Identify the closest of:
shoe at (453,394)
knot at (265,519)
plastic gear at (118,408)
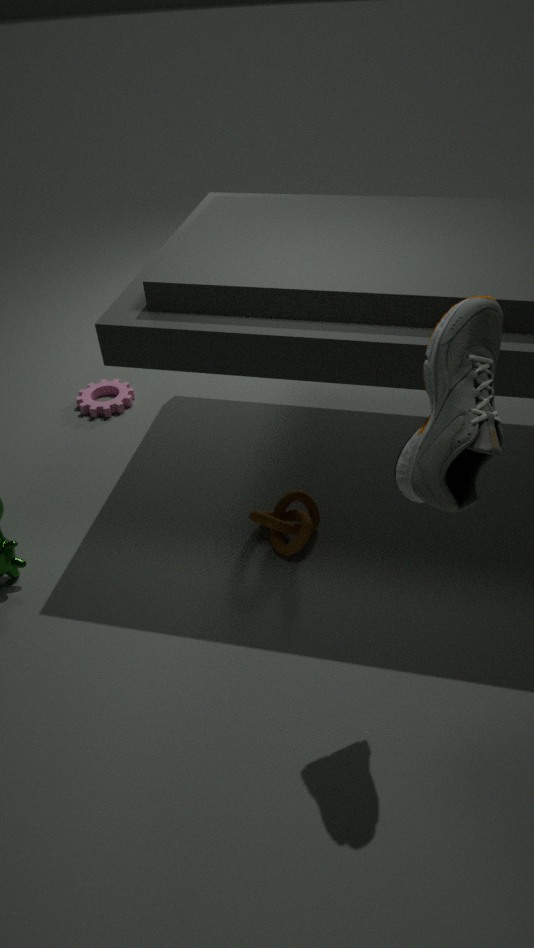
shoe at (453,394)
